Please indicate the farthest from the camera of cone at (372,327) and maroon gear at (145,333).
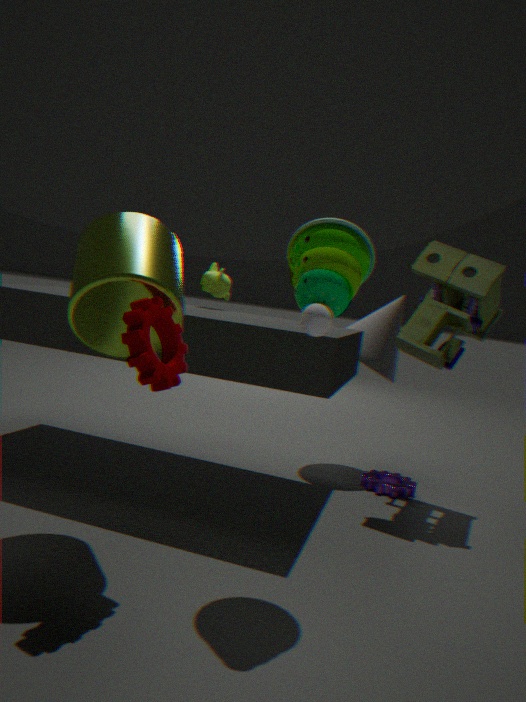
cone at (372,327)
